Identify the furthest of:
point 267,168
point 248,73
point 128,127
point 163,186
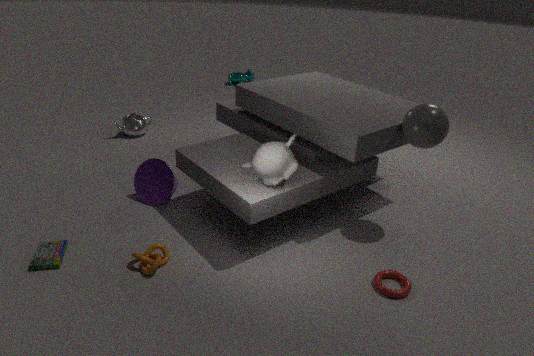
point 248,73
